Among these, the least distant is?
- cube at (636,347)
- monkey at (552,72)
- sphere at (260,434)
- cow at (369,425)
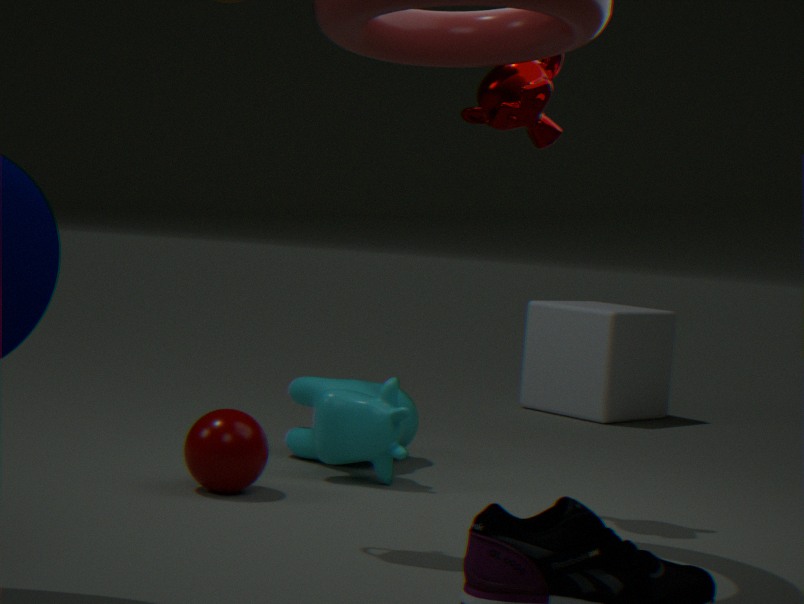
monkey at (552,72)
